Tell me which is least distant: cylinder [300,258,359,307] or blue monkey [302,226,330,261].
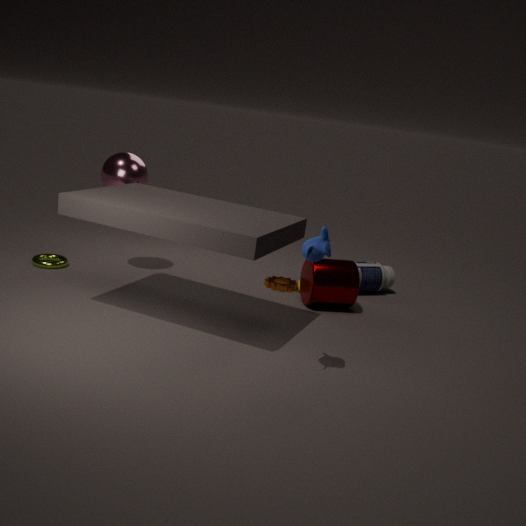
blue monkey [302,226,330,261]
